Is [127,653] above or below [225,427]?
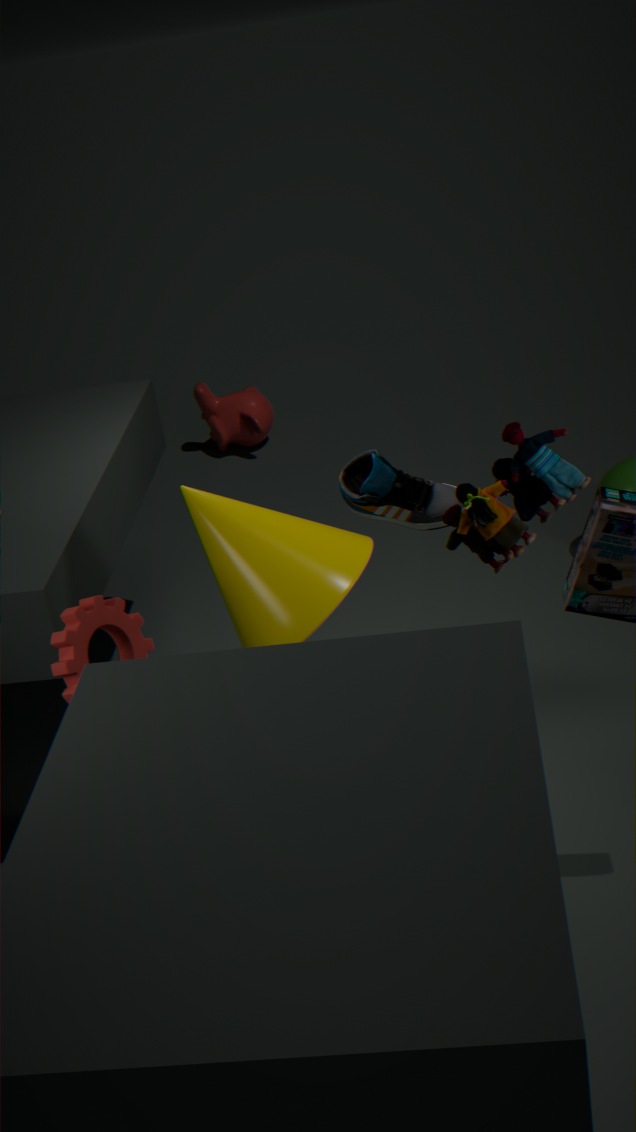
A: above
